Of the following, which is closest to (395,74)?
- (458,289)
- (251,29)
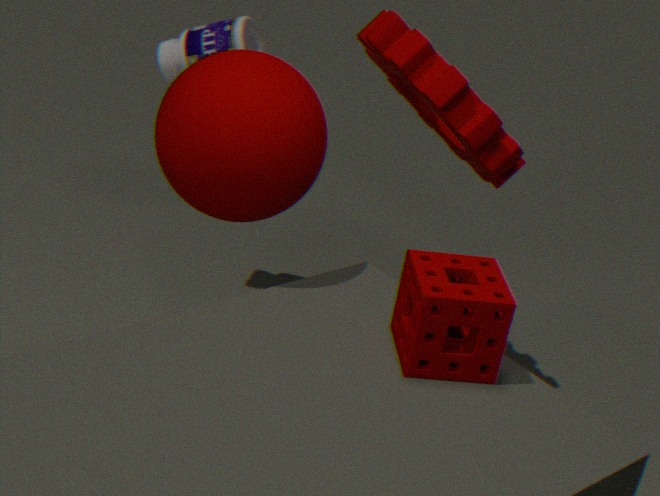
(251,29)
